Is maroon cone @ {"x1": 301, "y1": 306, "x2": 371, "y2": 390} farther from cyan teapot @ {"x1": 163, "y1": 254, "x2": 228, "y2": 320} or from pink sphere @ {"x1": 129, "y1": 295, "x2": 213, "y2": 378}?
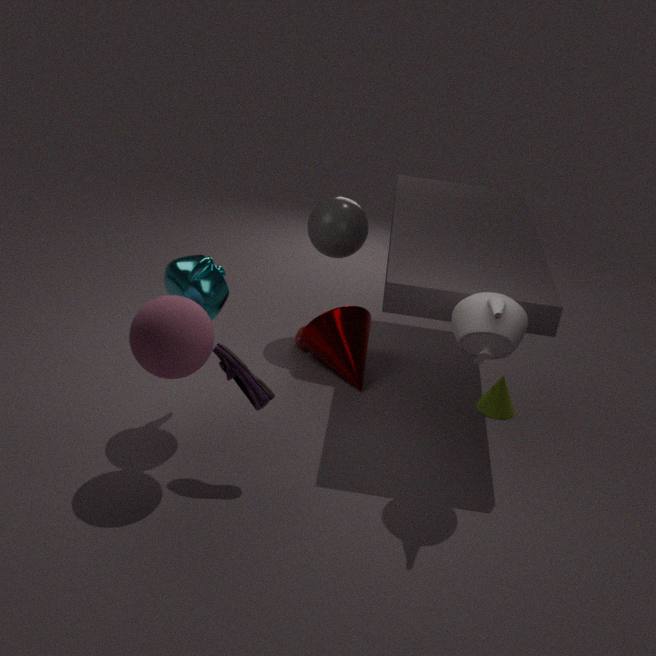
pink sphere @ {"x1": 129, "y1": 295, "x2": 213, "y2": 378}
